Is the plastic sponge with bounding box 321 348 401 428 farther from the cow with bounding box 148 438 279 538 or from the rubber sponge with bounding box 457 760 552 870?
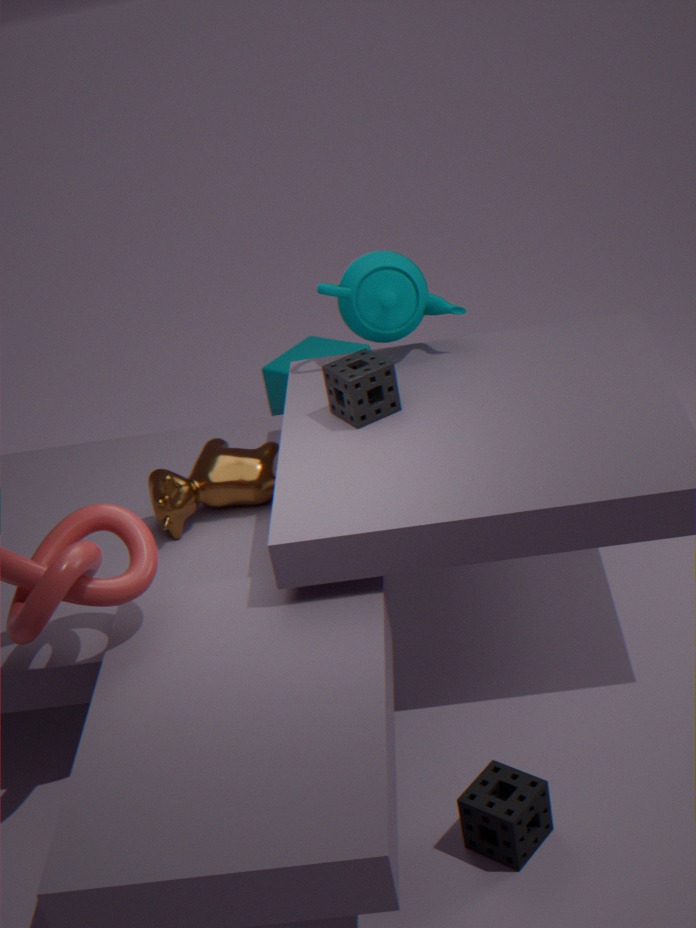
the rubber sponge with bounding box 457 760 552 870
